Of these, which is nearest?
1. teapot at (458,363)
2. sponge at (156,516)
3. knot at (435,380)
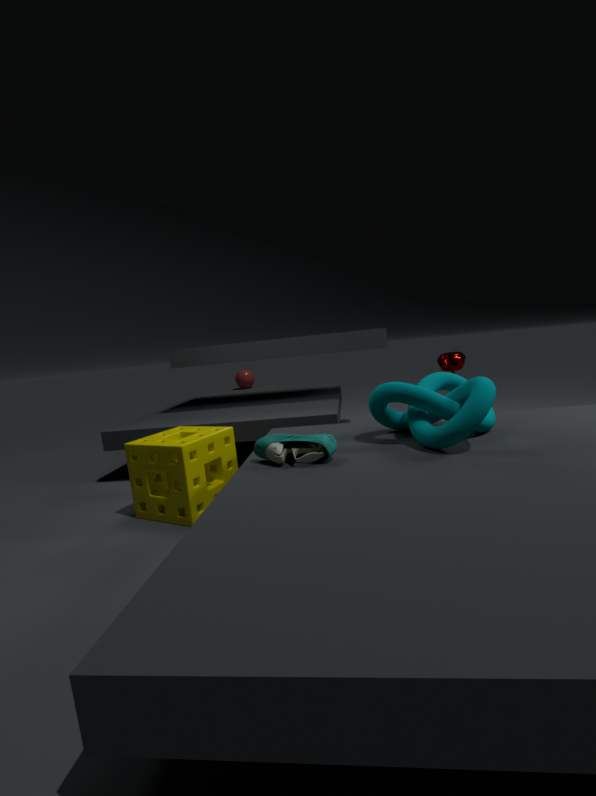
knot at (435,380)
